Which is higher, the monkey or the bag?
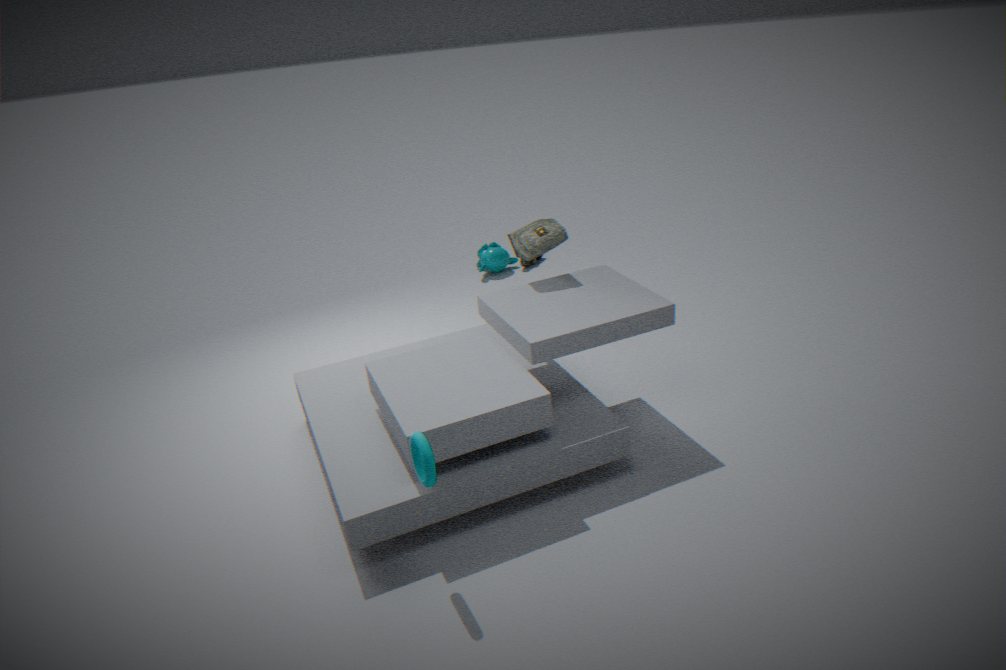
the bag
